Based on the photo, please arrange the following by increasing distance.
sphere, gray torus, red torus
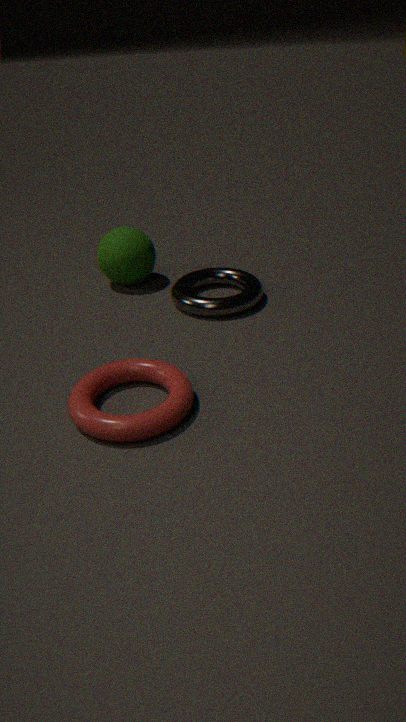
1. red torus
2. gray torus
3. sphere
